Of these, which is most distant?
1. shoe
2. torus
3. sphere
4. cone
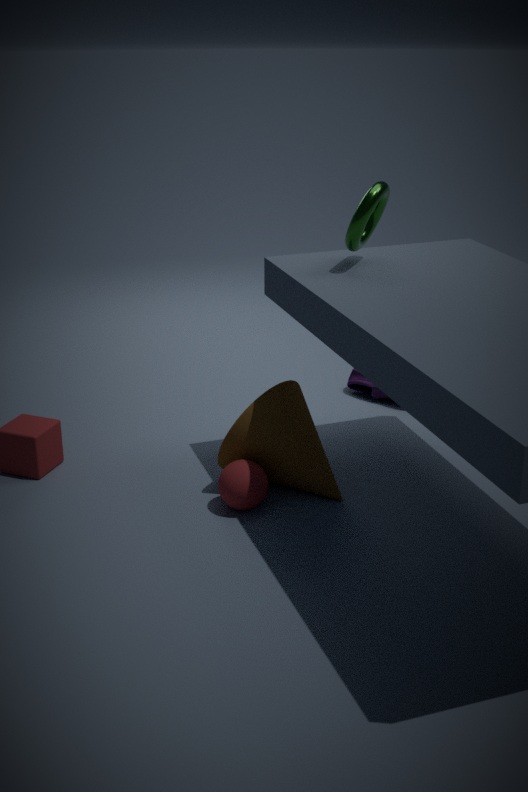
shoe
